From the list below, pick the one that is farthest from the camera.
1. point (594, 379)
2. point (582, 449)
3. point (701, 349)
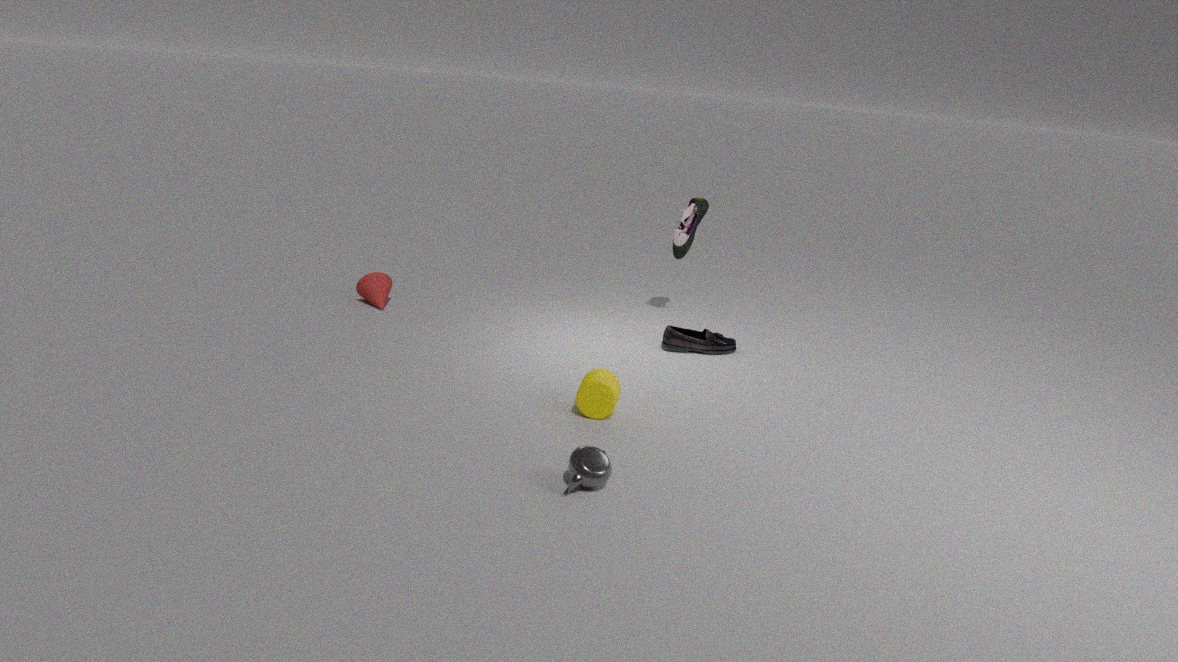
point (701, 349)
